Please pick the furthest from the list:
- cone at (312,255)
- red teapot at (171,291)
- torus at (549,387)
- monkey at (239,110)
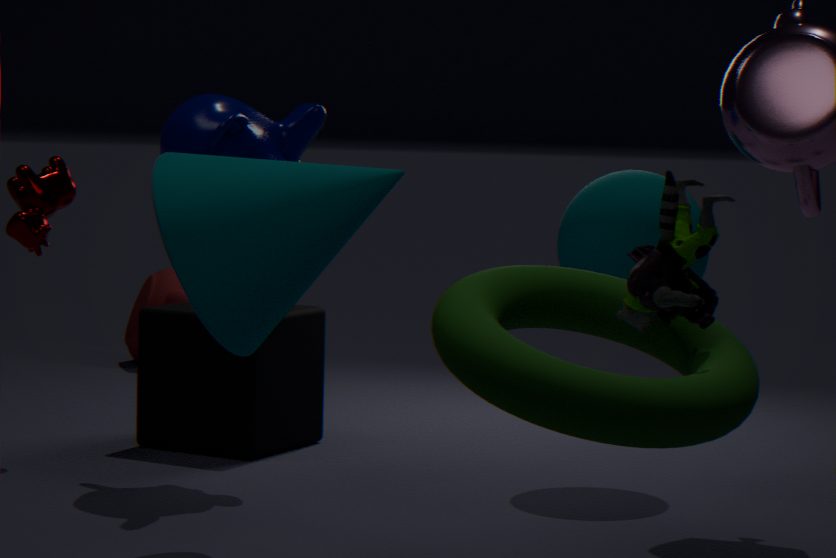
red teapot at (171,291)
